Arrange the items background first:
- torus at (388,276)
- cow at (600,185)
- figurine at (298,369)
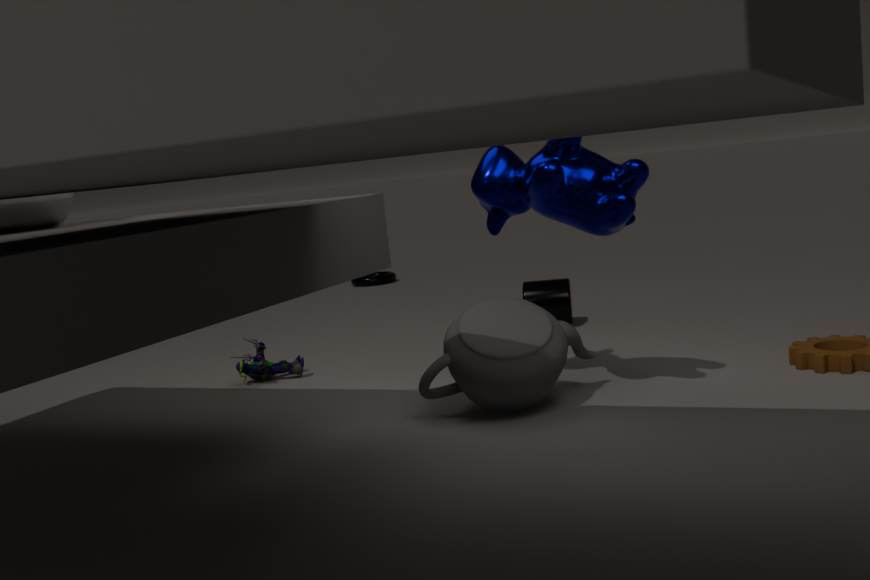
torus at (388,276) < figurine at (298,369) < cow at (600,185)
